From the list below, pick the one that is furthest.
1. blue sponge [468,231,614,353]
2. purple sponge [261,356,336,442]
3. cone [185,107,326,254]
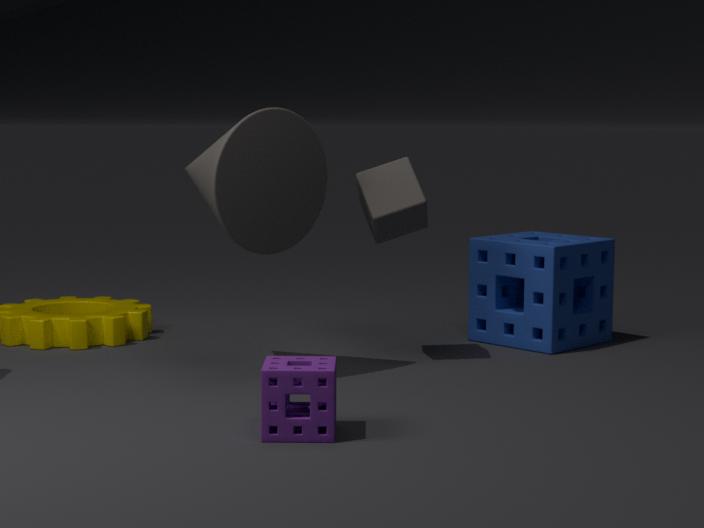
blue sponge [468,231,614,353]
